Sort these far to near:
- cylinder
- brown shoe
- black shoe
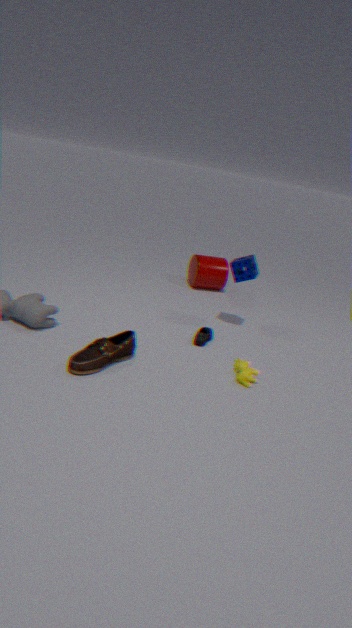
cylinder < black shoe < brown shoe
